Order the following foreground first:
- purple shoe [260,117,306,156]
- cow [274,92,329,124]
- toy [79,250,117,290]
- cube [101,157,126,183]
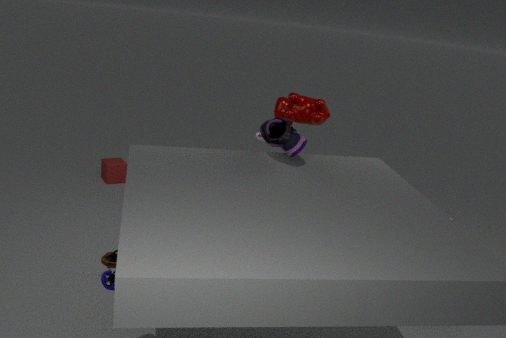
toy [79,250,117,290] → purple shoe [260,117,306,156] → cow [274,92,329,124] → cube [101,157,126,183]
